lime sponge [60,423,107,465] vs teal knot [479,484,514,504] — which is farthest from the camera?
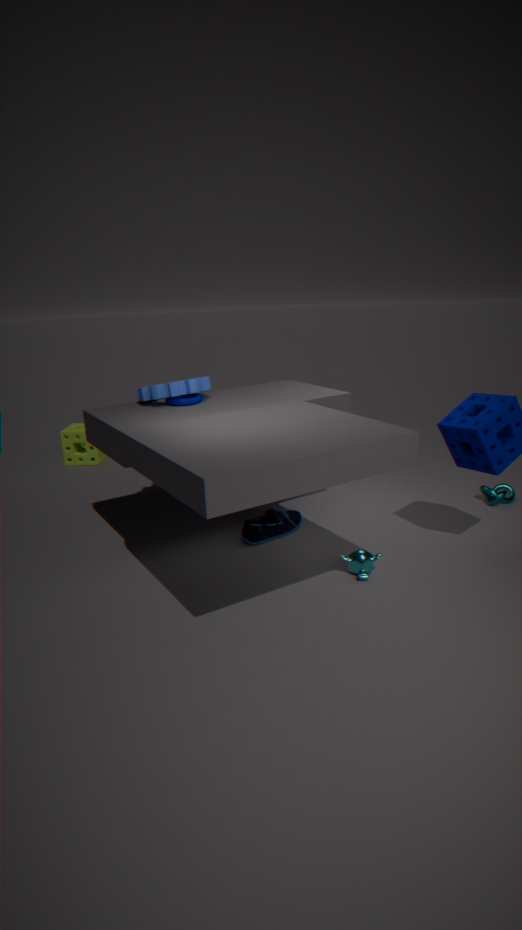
lime sponge [60,423,107,465]
